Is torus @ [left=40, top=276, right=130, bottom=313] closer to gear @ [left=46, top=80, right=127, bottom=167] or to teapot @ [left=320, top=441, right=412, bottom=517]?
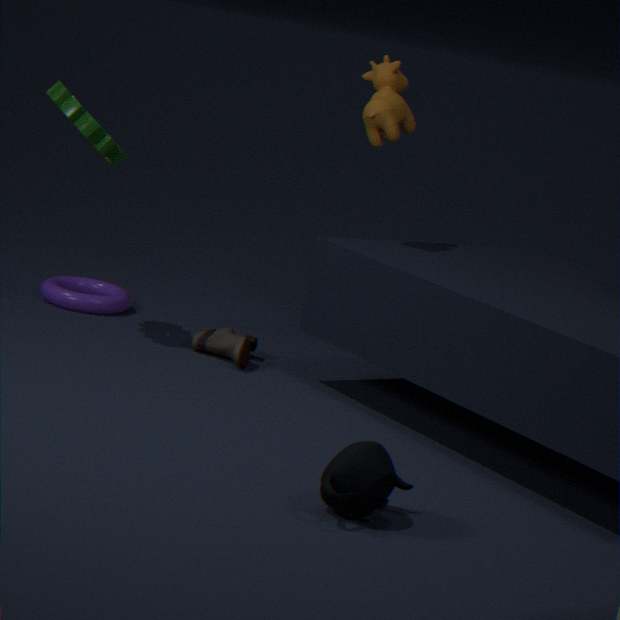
gear @ [left=46, top=80, right=127, bottom=167]
